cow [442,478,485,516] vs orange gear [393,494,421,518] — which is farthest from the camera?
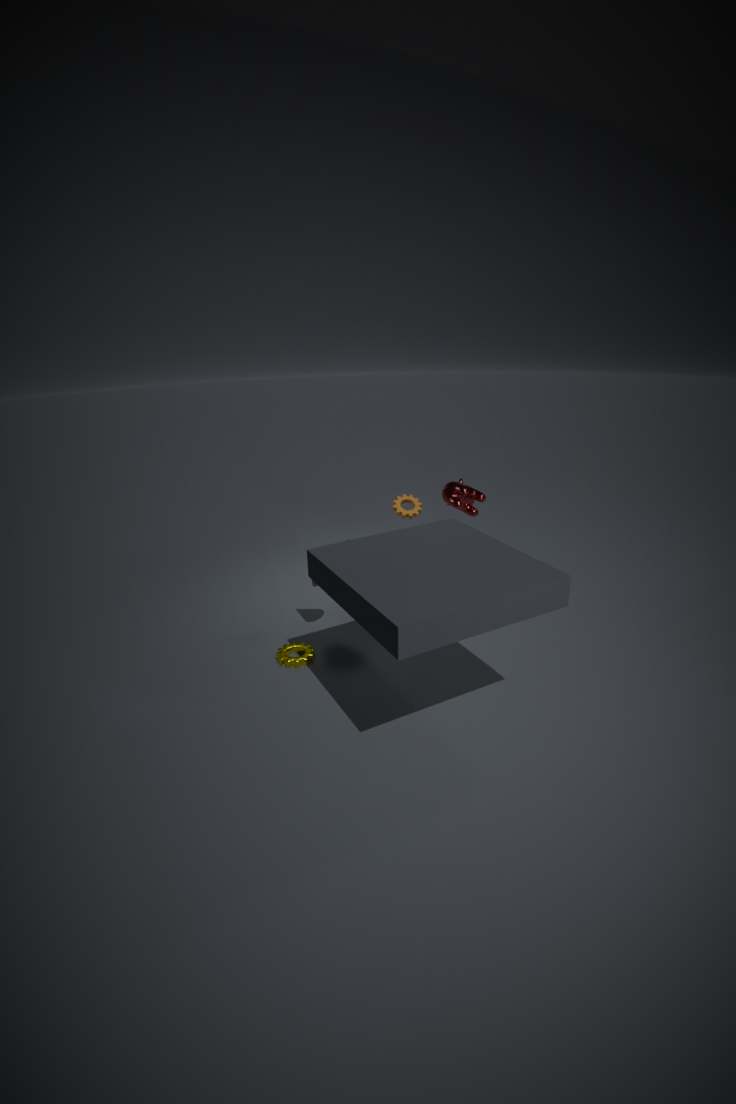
orange gear [393,494,421,518]
